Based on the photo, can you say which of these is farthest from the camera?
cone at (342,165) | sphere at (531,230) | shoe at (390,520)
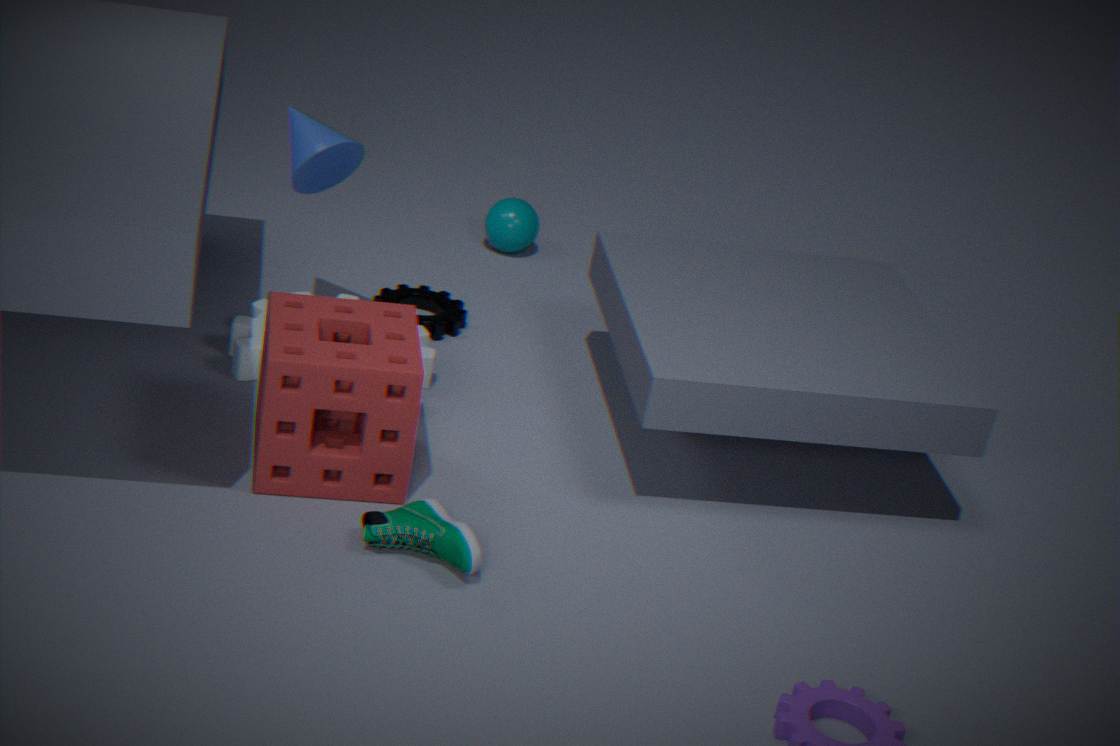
sphere at (531,230)
